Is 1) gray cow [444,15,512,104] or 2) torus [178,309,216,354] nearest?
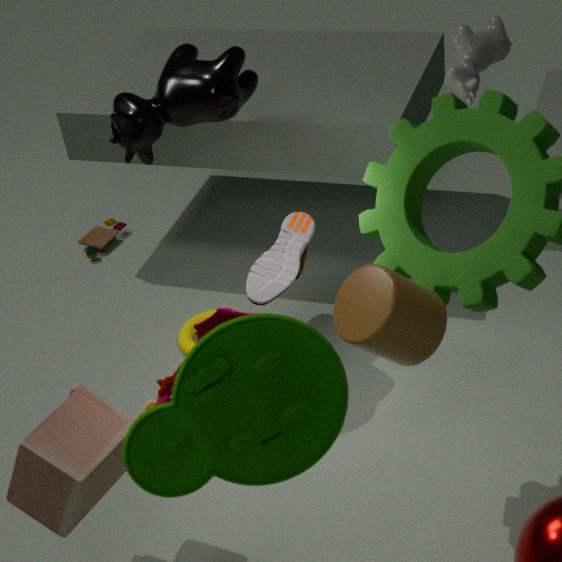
1. gray cow [444,15,512,104]
